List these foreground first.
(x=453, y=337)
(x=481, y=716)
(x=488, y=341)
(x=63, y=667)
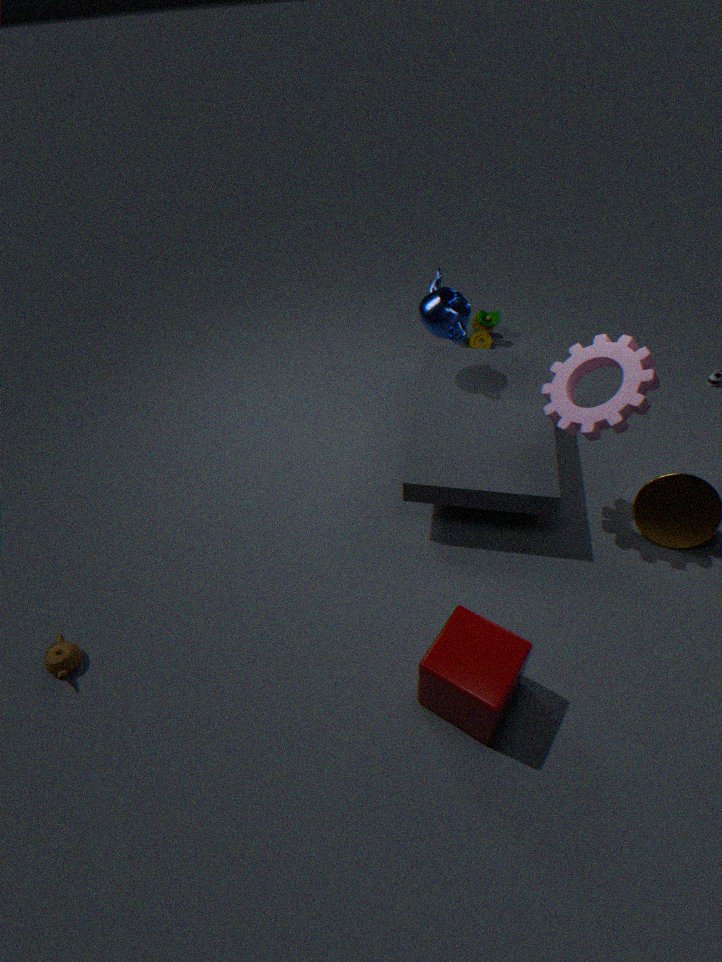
(x=481, y=716) < (x=63, y=667) < (x=453, y=337) < (x=488, y=341)
